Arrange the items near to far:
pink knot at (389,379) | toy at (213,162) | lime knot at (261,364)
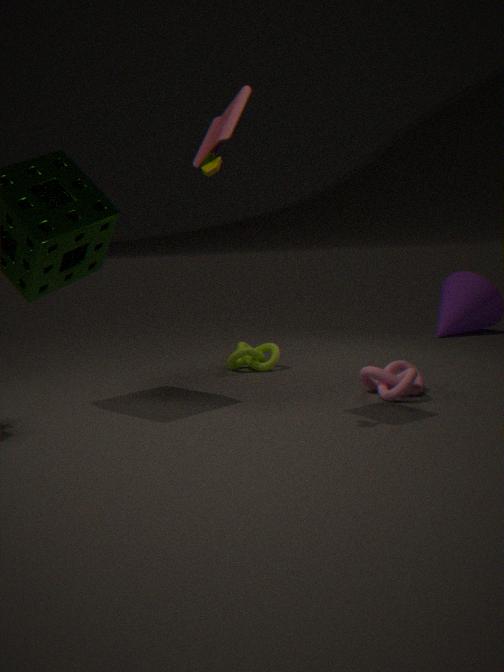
toy at (213,162)
pink knot at (389,379)
lime knot at (261,364)
